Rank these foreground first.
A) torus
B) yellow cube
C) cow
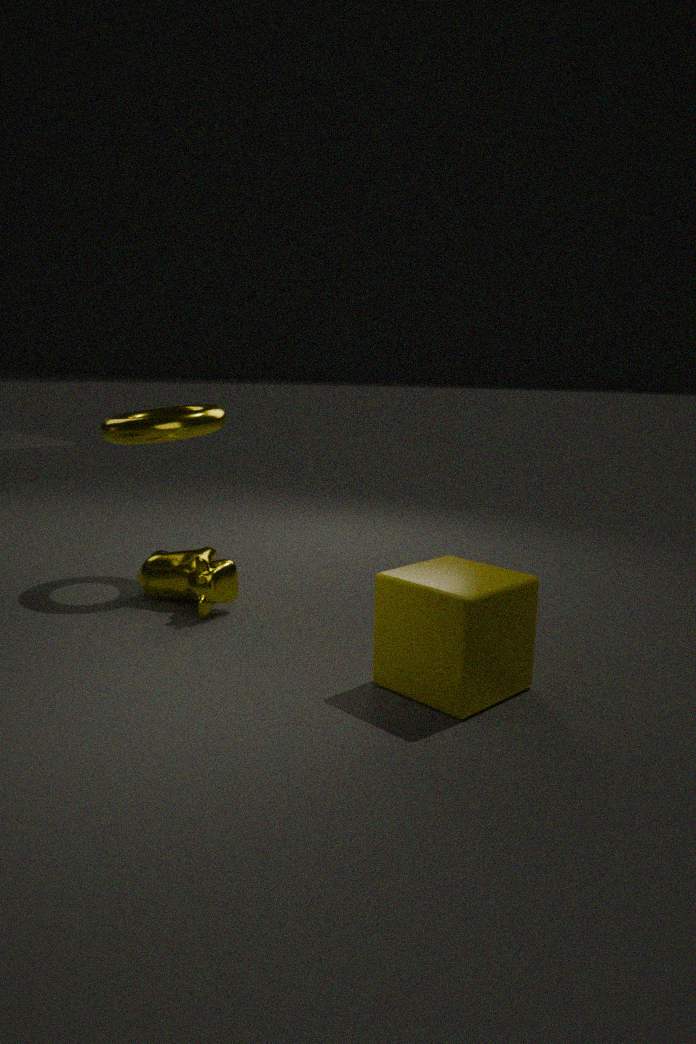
yellow cube, cow, torus
